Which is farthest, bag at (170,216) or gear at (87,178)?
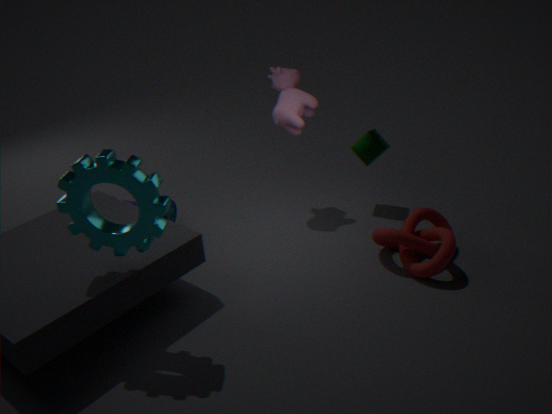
bag at (170,216)
